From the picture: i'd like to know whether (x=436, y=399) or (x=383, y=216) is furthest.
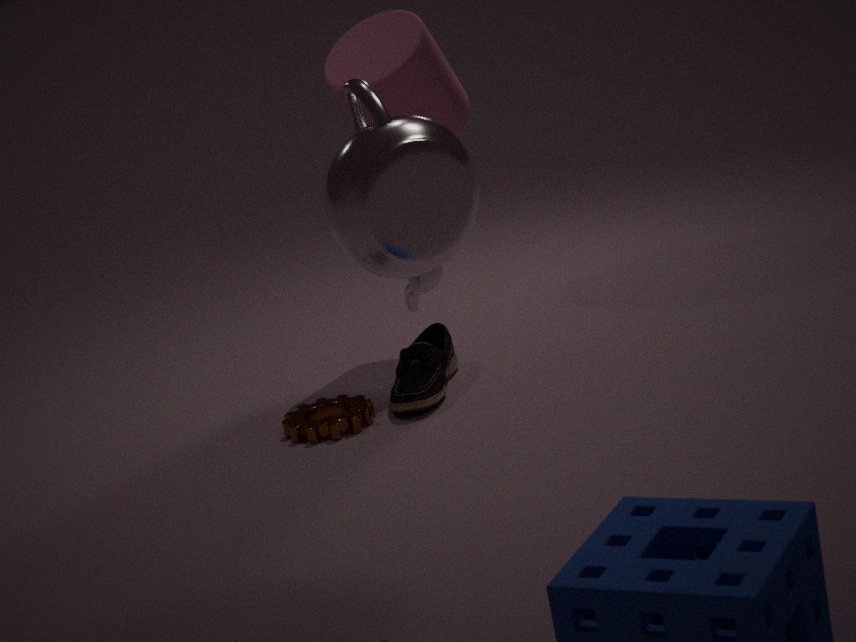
(x=436, y=399)
